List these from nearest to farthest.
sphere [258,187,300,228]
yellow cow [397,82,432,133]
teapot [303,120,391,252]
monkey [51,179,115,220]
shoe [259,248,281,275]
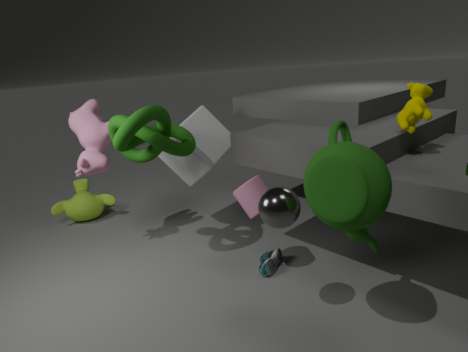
teapot [303,120,391,252], sphere [258,187,300,228], yellow cow [397,82,432,133], shoe [259,248,281,275], monkey [51,179,115,220]
